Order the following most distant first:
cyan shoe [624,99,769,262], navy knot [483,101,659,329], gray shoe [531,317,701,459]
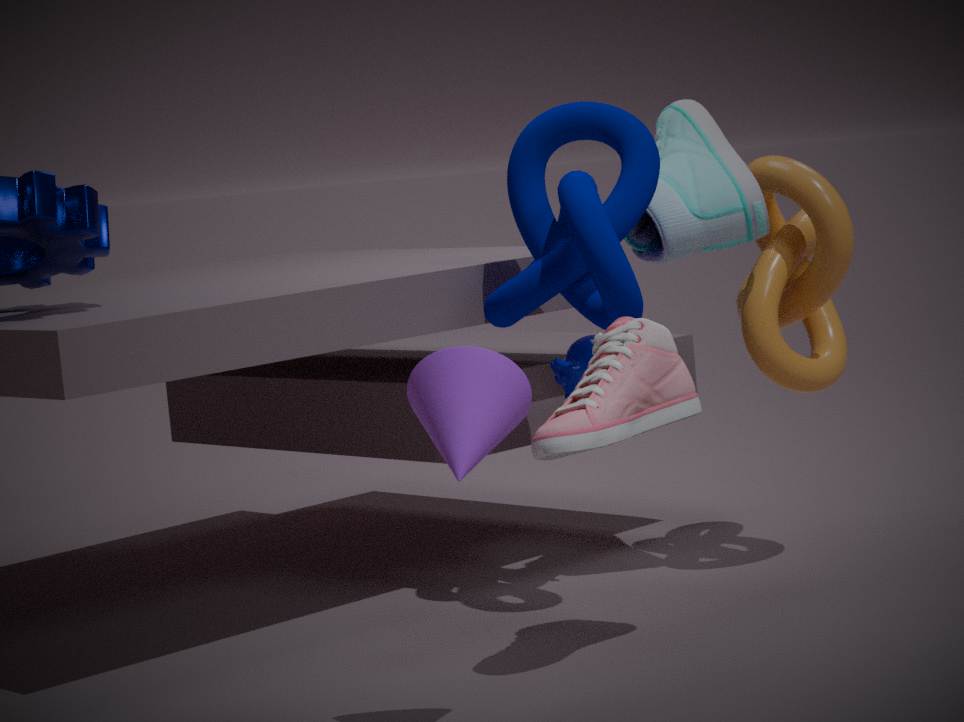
1. cyan shoe [624,99,769,262]
2. navy knot [483,101,659,329]
3. gray shoe [531,317,701,459]
